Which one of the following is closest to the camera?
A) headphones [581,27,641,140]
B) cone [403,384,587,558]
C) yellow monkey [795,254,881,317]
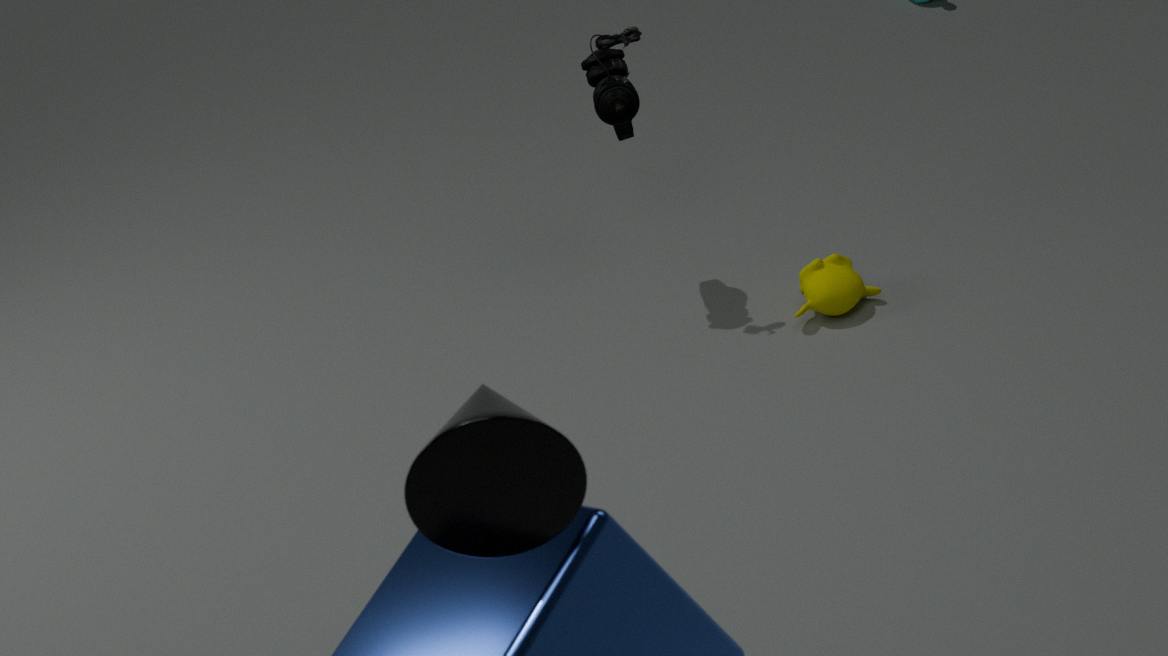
cone [403,384,587,558]
